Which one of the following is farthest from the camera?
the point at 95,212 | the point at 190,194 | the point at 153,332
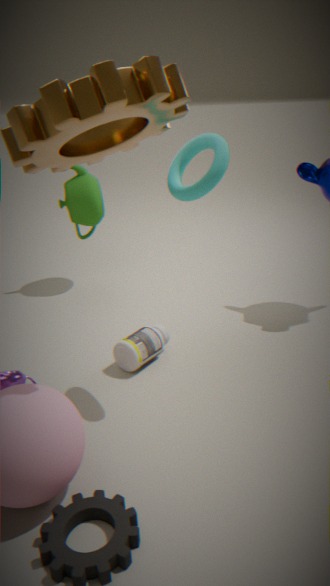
the point at 95,212
